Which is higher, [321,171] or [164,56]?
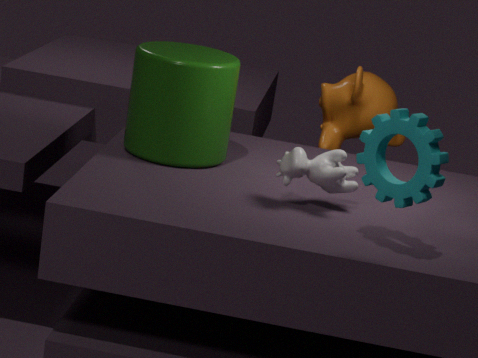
[164,56]
